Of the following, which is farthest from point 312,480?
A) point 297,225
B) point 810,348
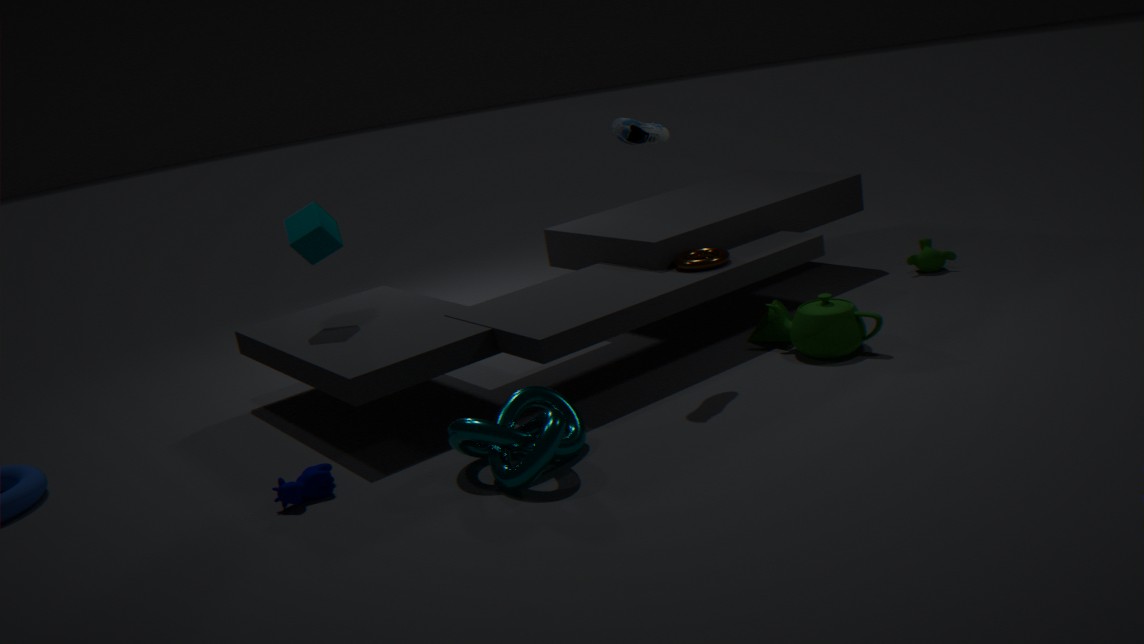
point 810,348
